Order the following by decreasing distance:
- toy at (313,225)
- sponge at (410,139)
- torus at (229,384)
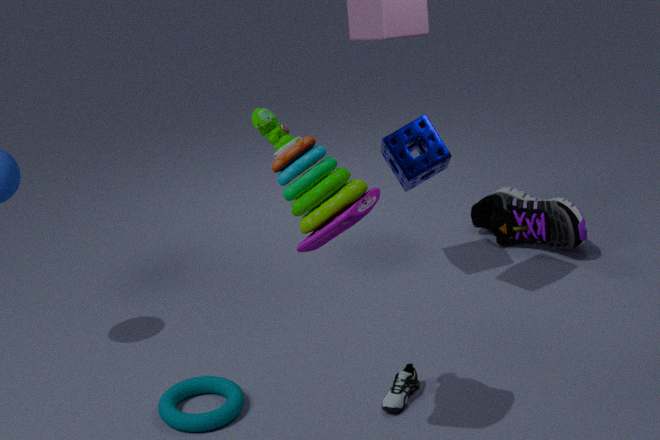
sponge at (410,139)
torus at (229,384)
toy at (313,225)
